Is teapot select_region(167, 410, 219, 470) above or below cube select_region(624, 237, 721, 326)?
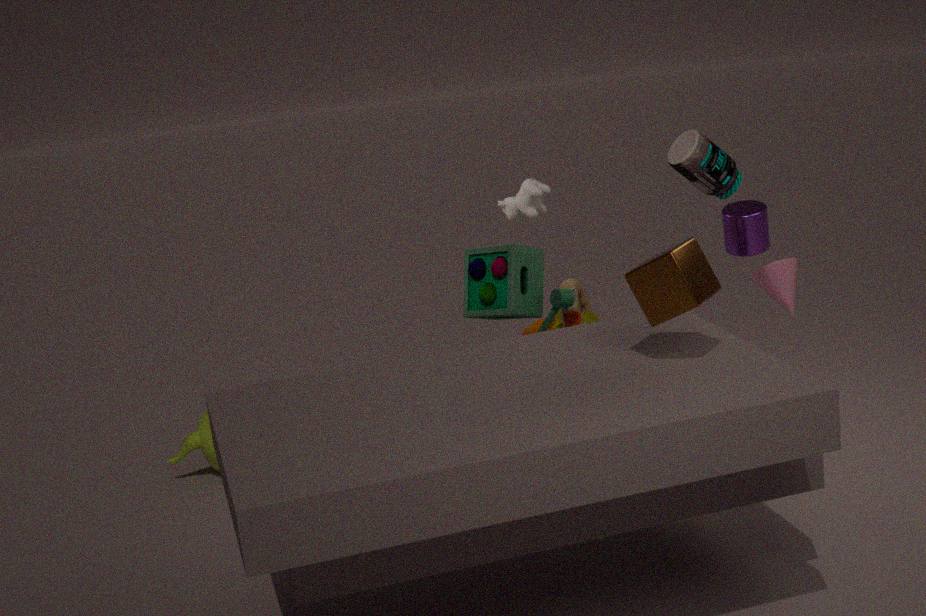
below
